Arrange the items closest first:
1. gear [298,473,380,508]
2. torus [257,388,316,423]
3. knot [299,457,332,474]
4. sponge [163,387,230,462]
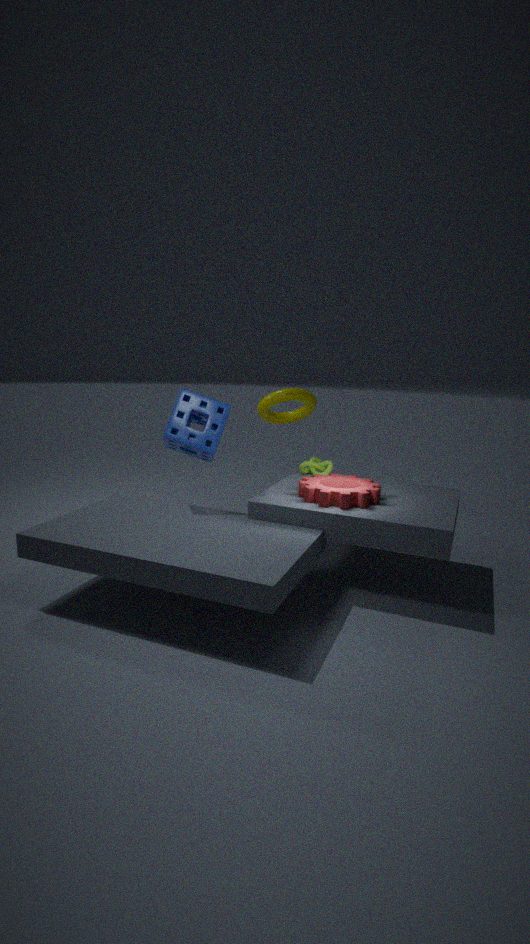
gear [298,473,380,508] < sponge [163,387,230,462] < knot [299,457,332,474] < torus [257,388,316,423]
